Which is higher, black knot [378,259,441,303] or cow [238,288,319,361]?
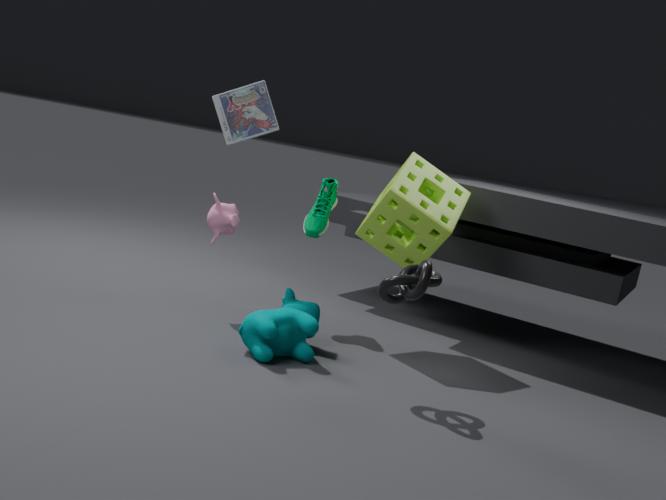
black knot [378,259,441,303]
